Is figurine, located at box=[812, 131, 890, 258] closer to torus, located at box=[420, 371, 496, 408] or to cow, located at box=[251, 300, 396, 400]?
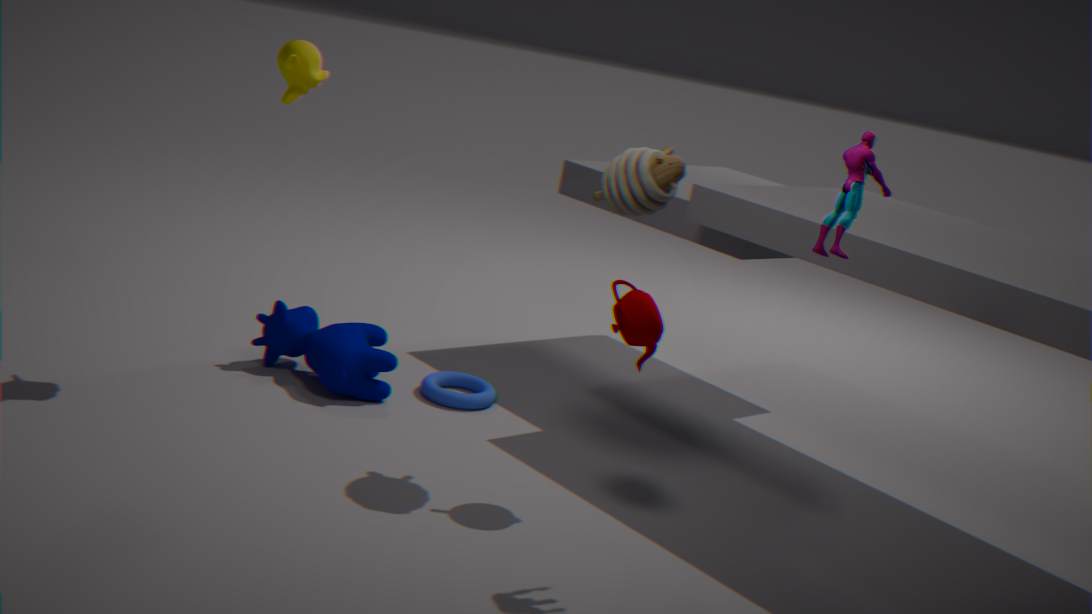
torus, located at box=[420, 371, 496, 408]
